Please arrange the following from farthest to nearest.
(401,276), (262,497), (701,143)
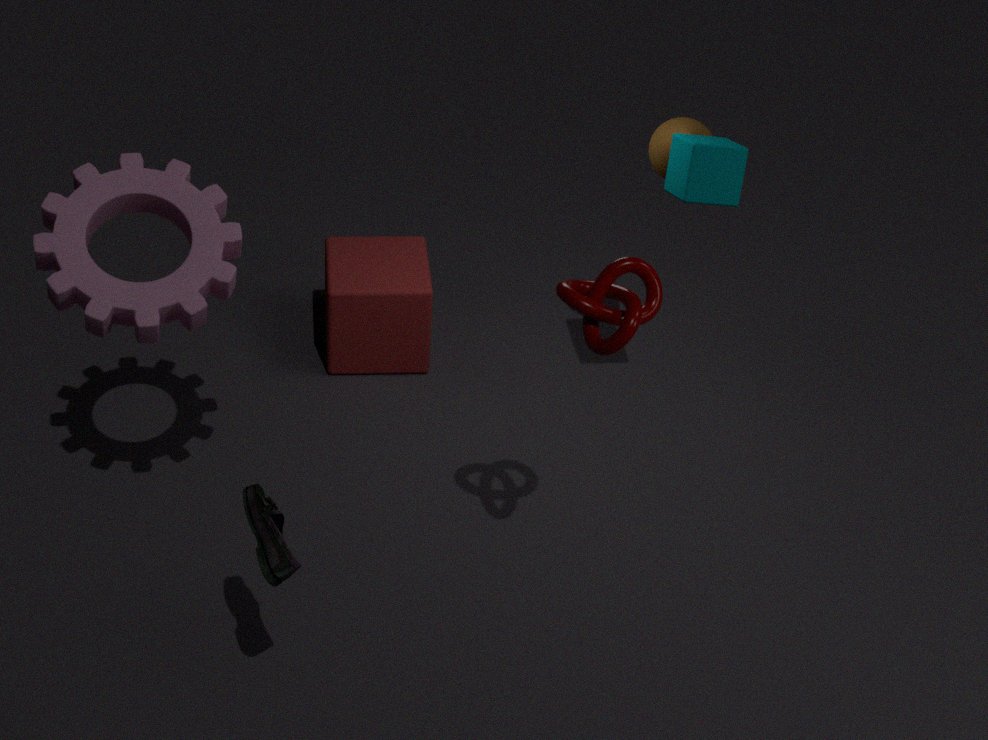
(401,276) < (701,143) < (262,497)
